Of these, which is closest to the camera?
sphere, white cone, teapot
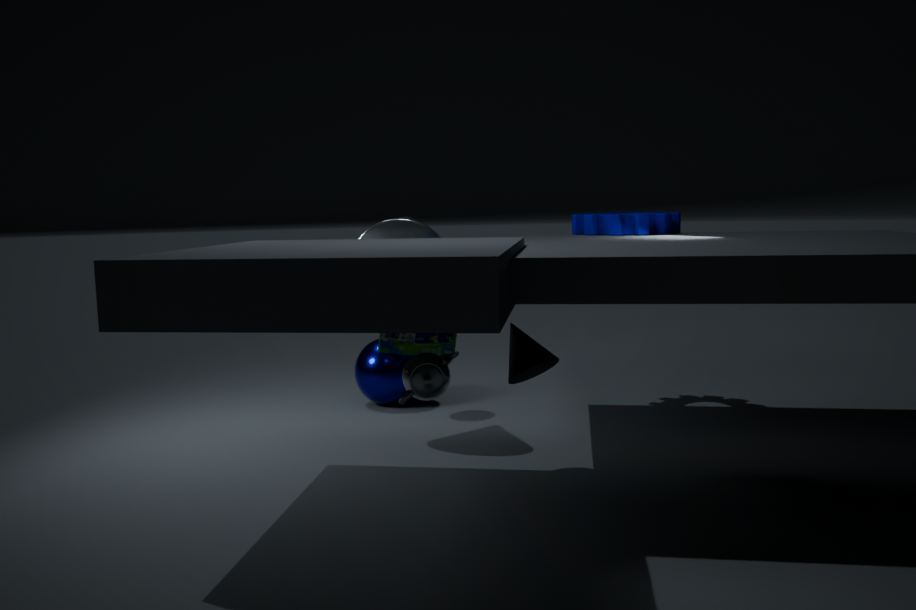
teapot
